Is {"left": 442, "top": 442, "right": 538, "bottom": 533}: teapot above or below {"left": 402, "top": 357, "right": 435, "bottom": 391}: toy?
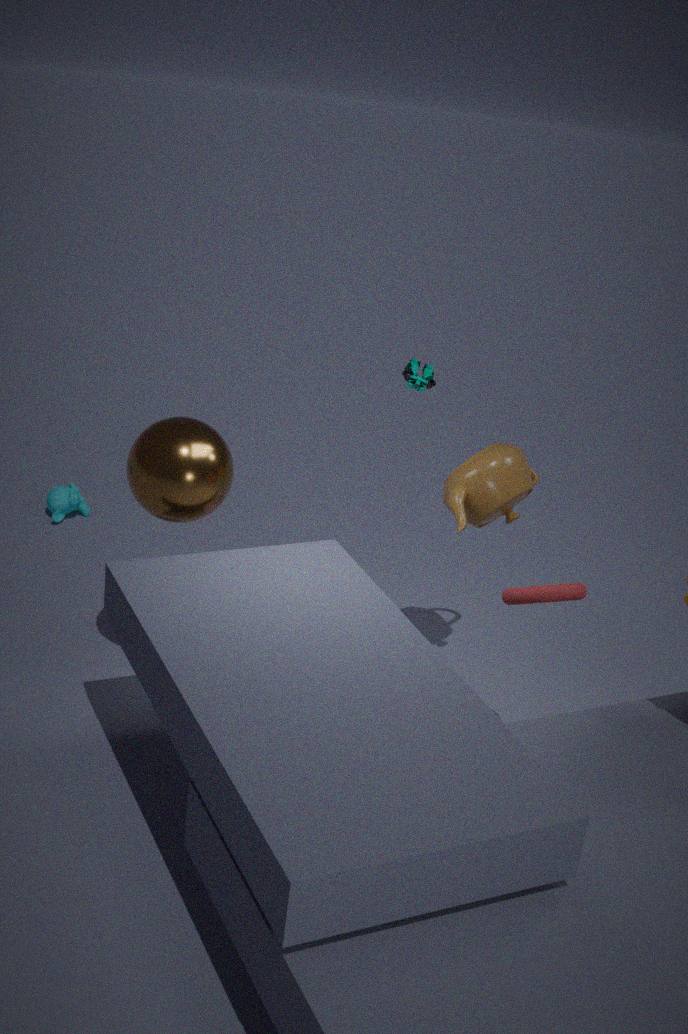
below
